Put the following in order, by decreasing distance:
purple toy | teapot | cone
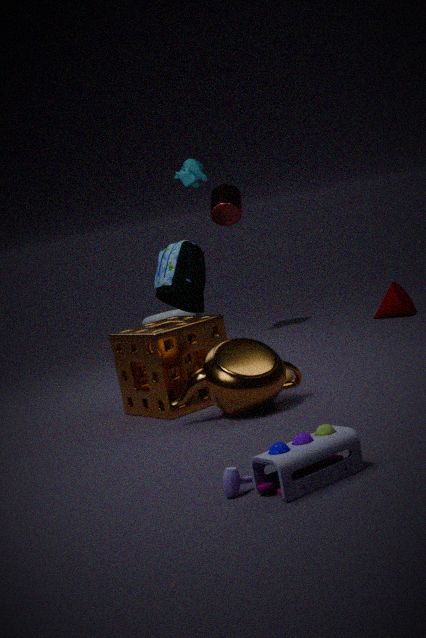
cone < teapot < purple toy
